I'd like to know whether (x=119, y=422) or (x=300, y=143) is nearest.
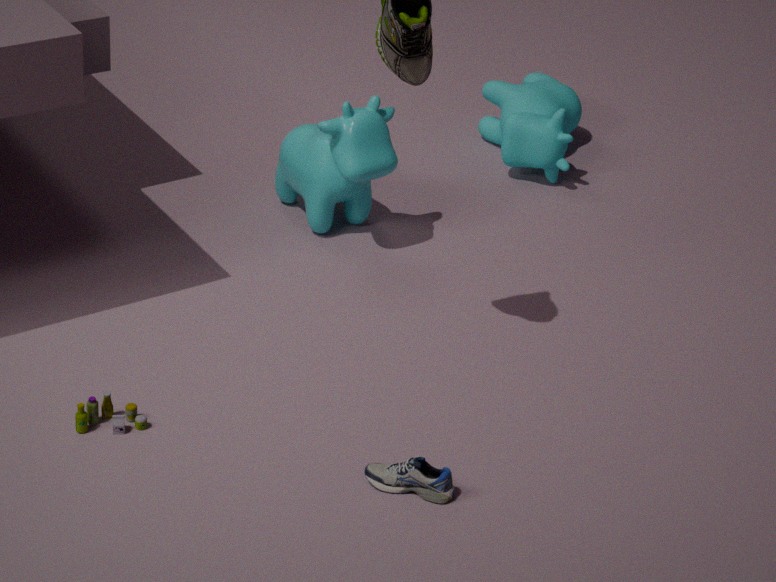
(x=119, y=422)
